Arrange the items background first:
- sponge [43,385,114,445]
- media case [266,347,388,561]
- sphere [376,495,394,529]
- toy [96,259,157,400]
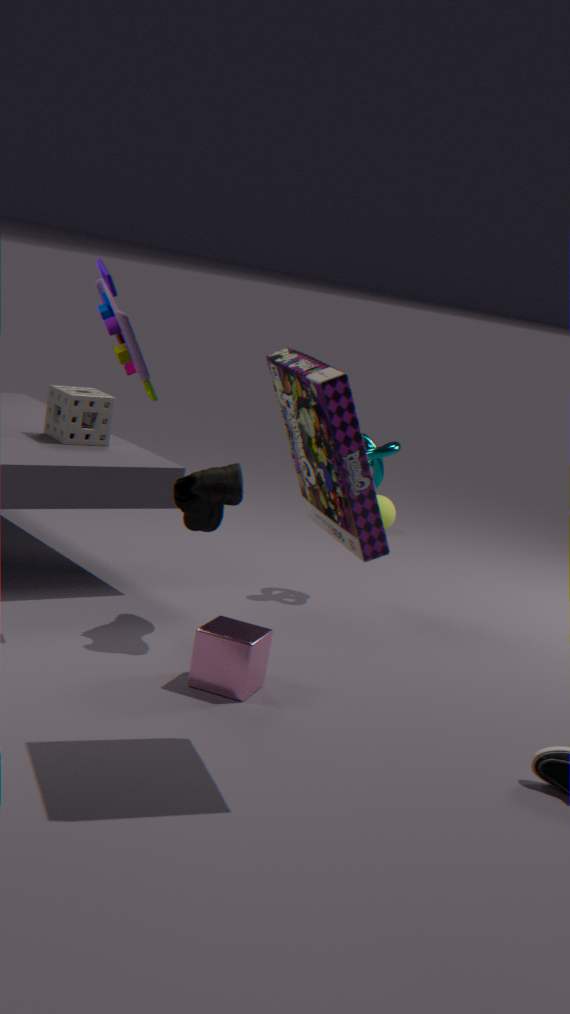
1. sphere [376,495,394,529]
2. sponge [43,385,114,445]
3. toy [96,259,157,400]
4. media case [266,347,388,561]
